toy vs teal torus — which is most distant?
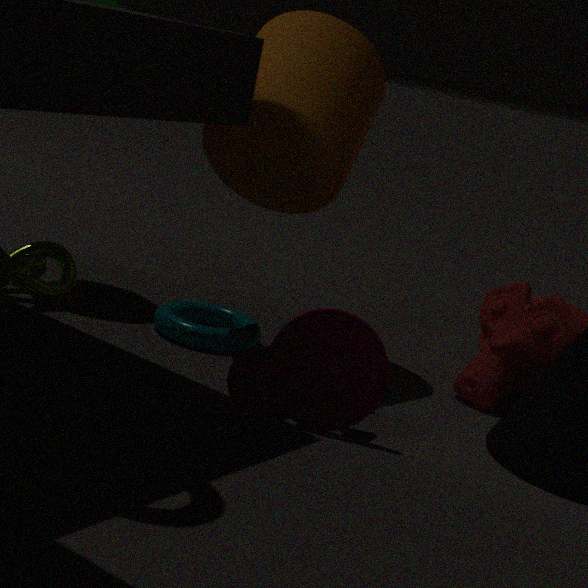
teal torus
